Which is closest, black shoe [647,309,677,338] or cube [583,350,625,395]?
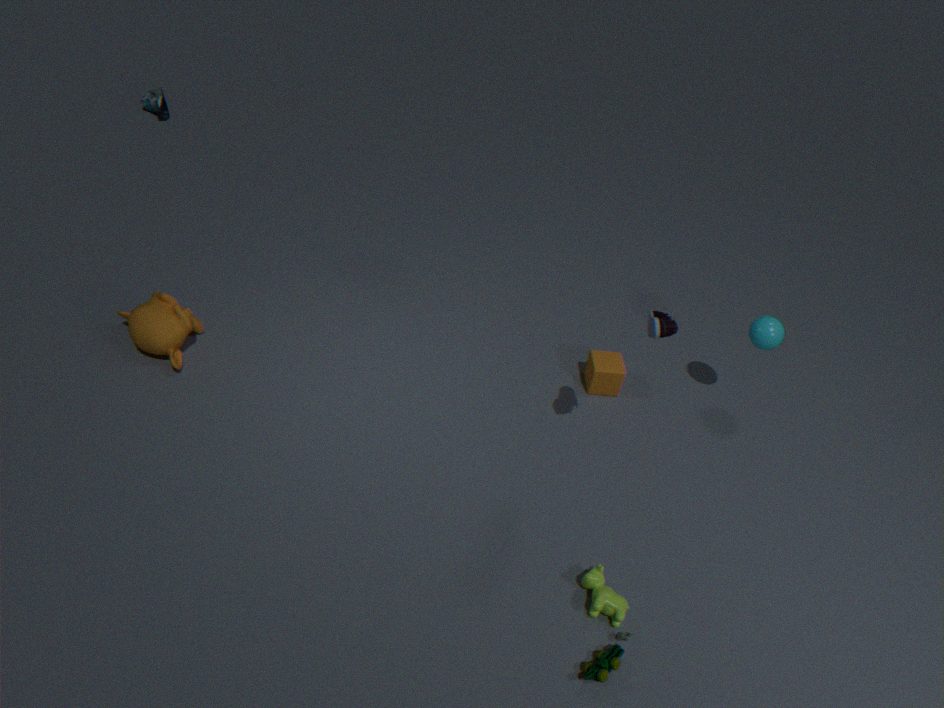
black shoe [647,309,677,338]
